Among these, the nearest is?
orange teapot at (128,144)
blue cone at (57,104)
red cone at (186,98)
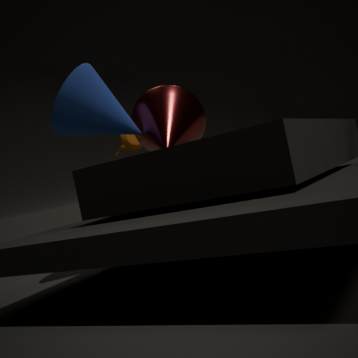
blue cone at (57,104)
